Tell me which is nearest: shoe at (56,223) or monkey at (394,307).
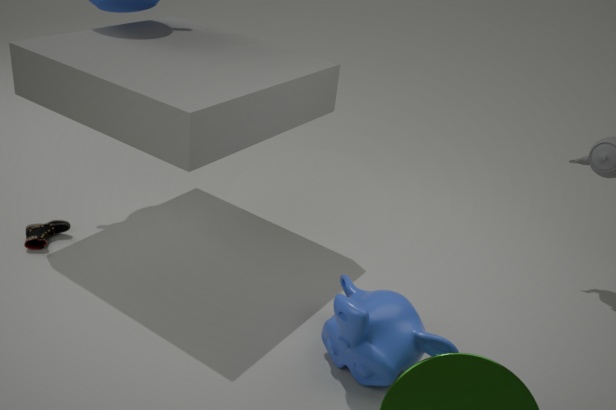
monkey at (394,307)
